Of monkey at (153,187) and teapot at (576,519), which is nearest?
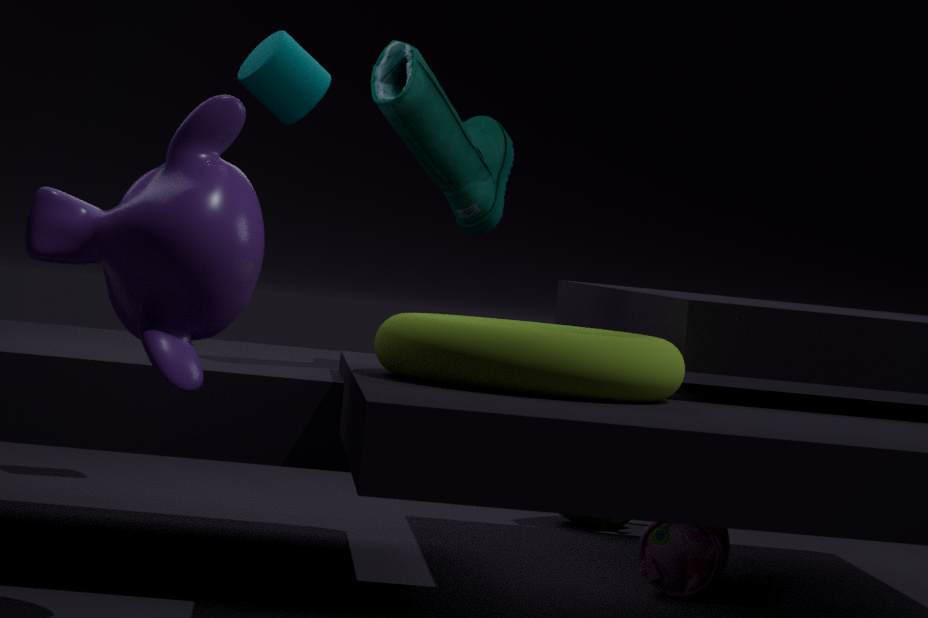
monkey at (153,187)
